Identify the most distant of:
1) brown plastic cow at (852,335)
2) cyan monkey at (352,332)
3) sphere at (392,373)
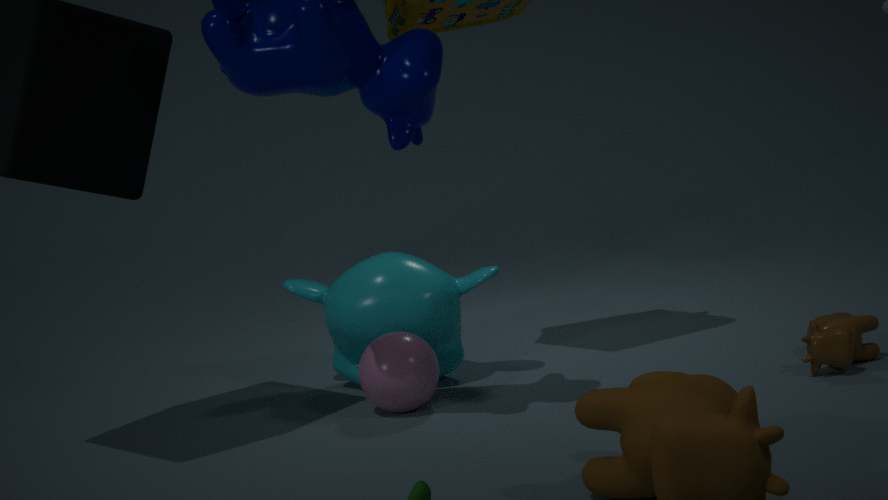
2. cyan monkey at (352,332)
